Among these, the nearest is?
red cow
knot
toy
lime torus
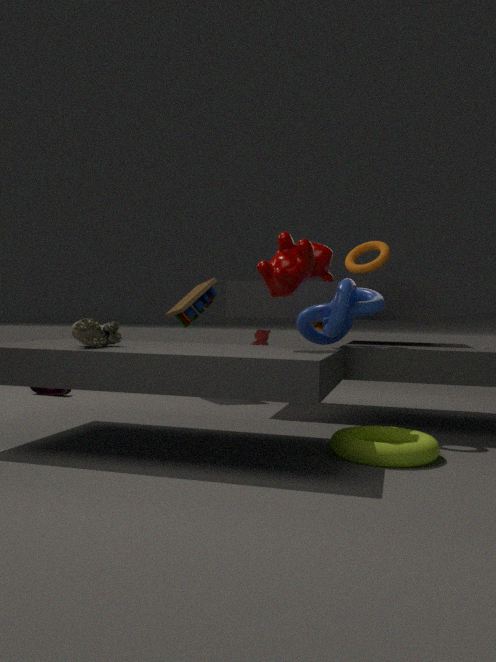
lime torus
